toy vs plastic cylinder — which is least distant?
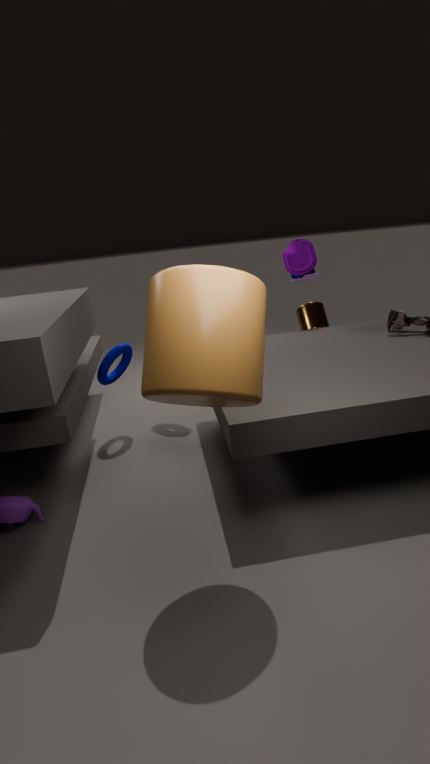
plastic cylinder
